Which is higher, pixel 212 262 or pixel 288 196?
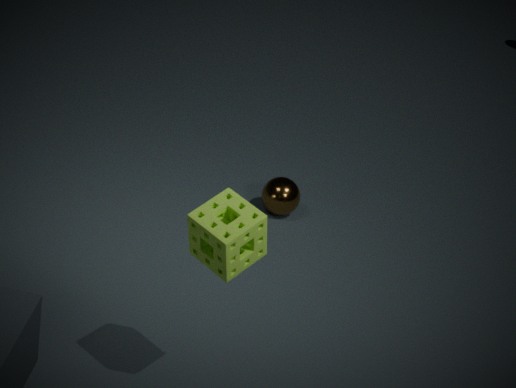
pixel 212 262
